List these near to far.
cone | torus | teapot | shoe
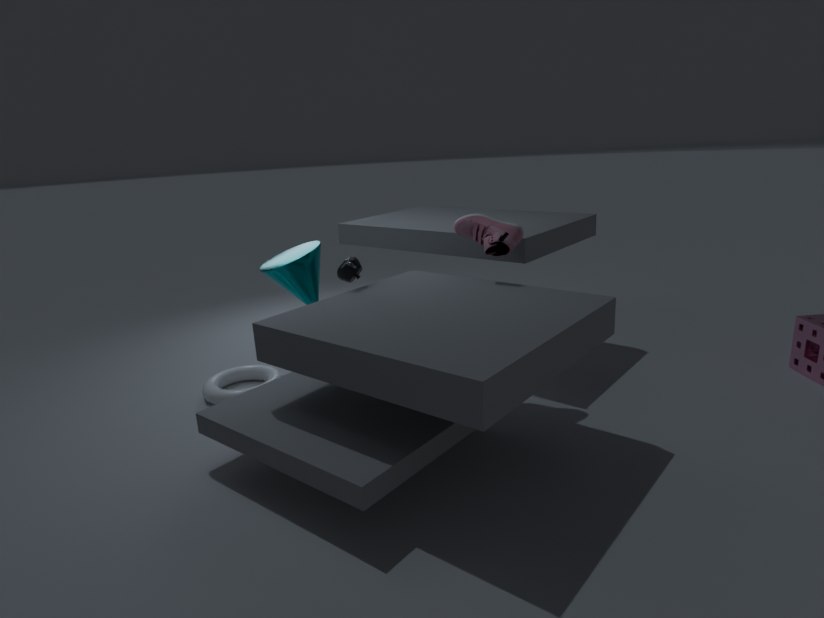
teapot
shoe
cone
torus
